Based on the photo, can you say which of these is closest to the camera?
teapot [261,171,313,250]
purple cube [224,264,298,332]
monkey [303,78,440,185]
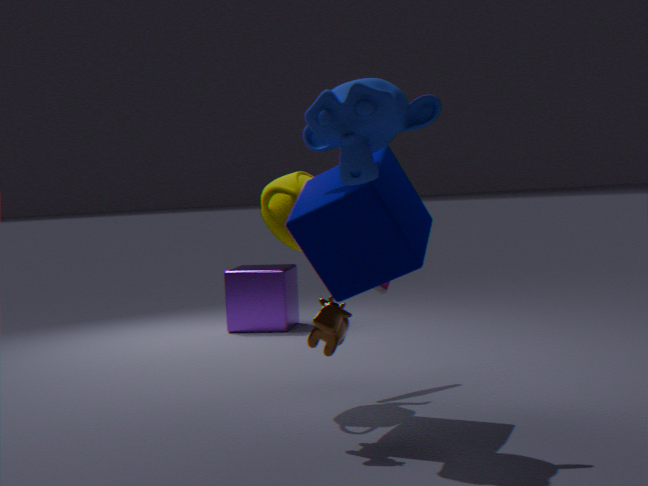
monkey [303,78,440,185]
